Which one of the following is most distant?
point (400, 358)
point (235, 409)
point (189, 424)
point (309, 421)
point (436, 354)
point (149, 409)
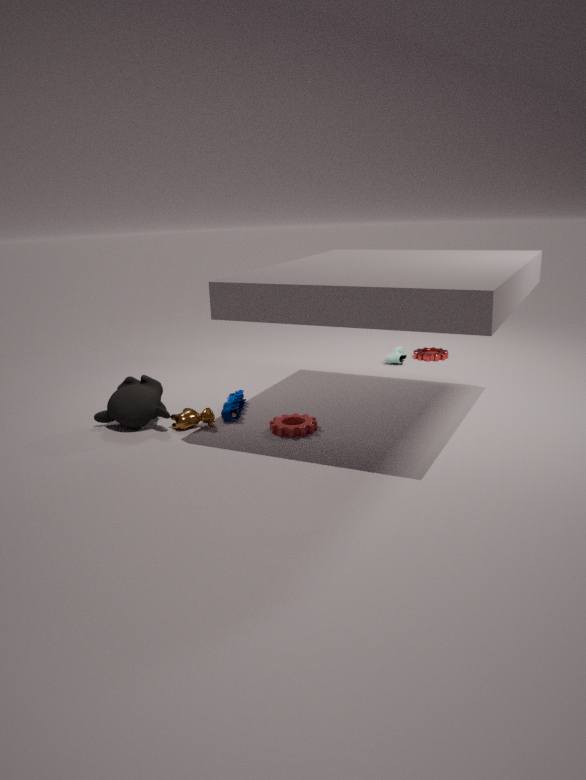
point (436, 354)
